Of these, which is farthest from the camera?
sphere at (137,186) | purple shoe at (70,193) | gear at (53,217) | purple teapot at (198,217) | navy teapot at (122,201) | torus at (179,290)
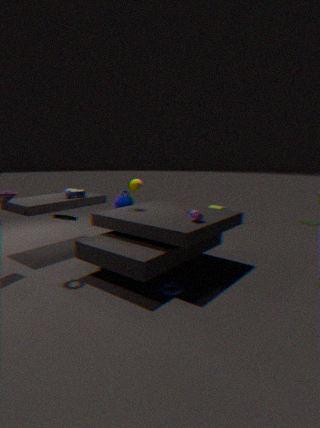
navy teapot at (122,201)
